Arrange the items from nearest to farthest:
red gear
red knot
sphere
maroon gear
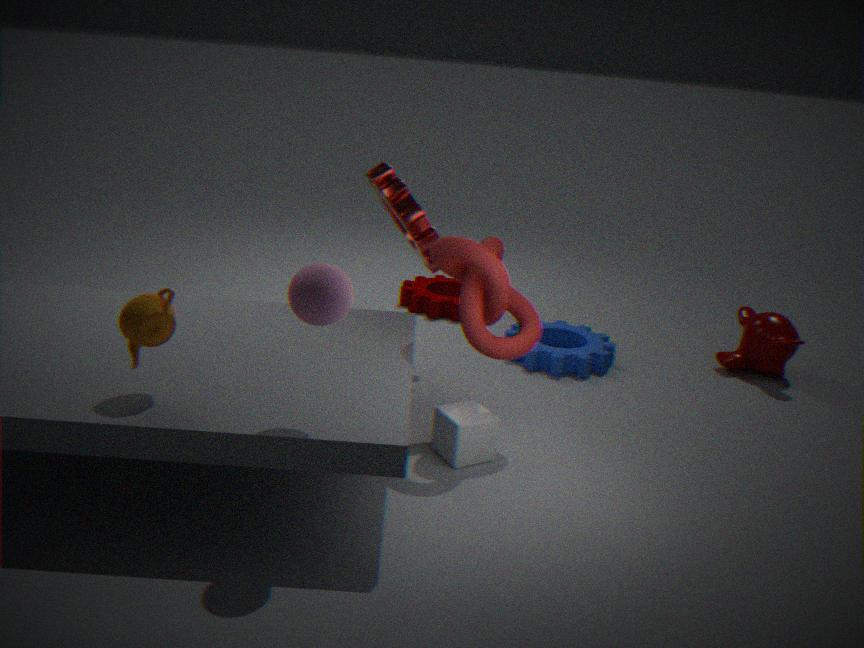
sphere → red knot → red gear → maroon gear
